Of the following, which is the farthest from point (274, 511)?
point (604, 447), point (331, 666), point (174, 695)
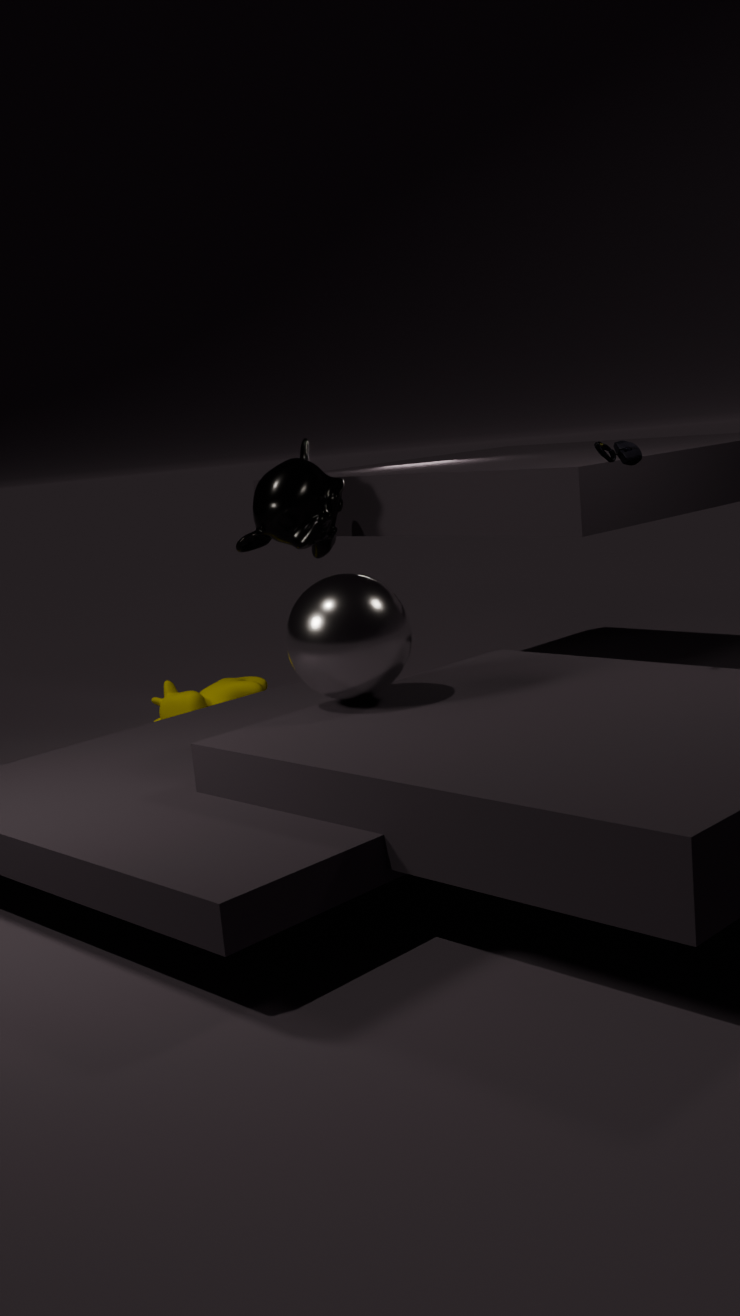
point (604, 447)
